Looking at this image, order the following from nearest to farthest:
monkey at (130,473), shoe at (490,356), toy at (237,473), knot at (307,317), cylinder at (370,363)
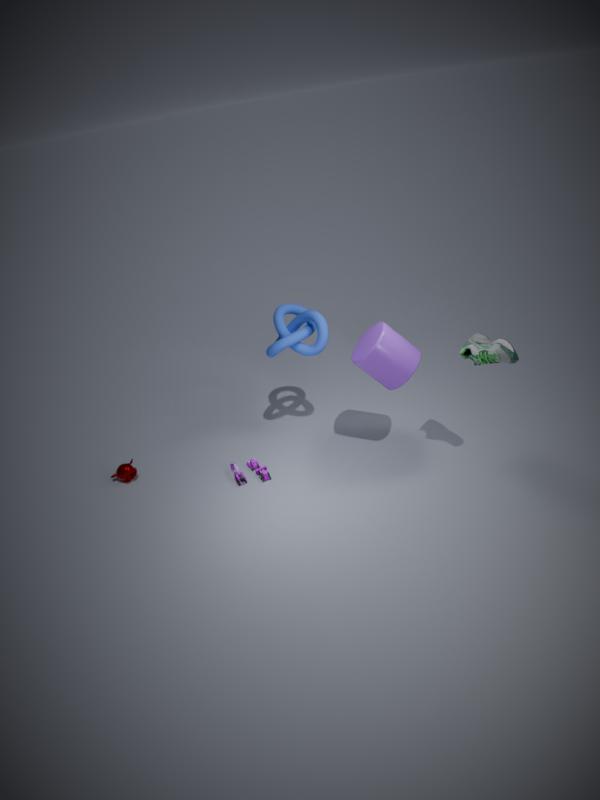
shoe at (490,356) → cylinder at (370,363) → knot at (307,317) → toy at (237,473) → monkey at (130,473)
